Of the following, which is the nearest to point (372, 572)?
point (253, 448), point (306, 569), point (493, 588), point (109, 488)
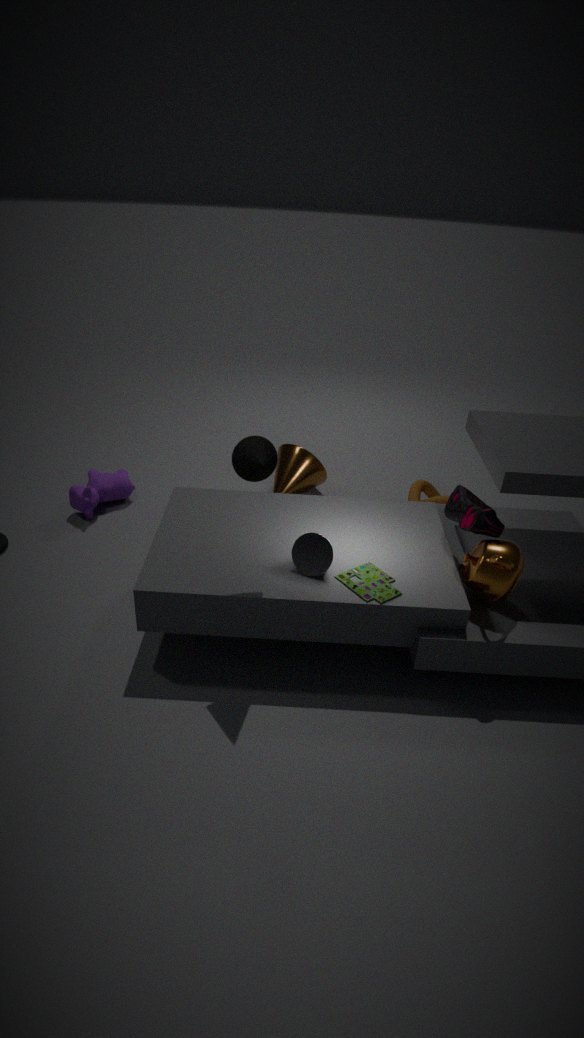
point (306, 569)
